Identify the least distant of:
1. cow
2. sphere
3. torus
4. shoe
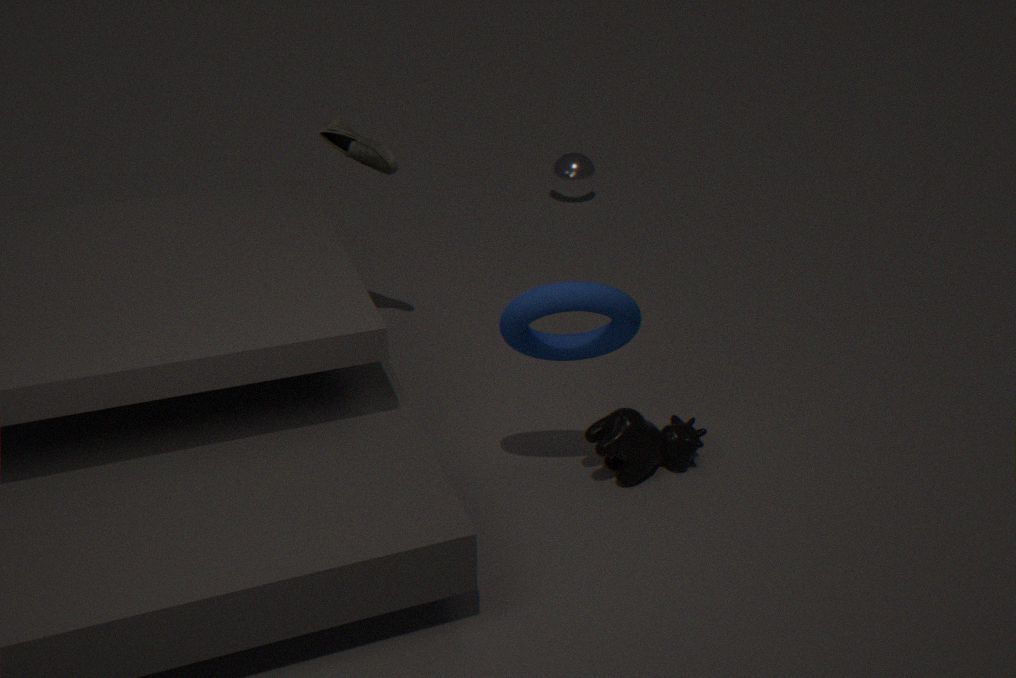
torus
